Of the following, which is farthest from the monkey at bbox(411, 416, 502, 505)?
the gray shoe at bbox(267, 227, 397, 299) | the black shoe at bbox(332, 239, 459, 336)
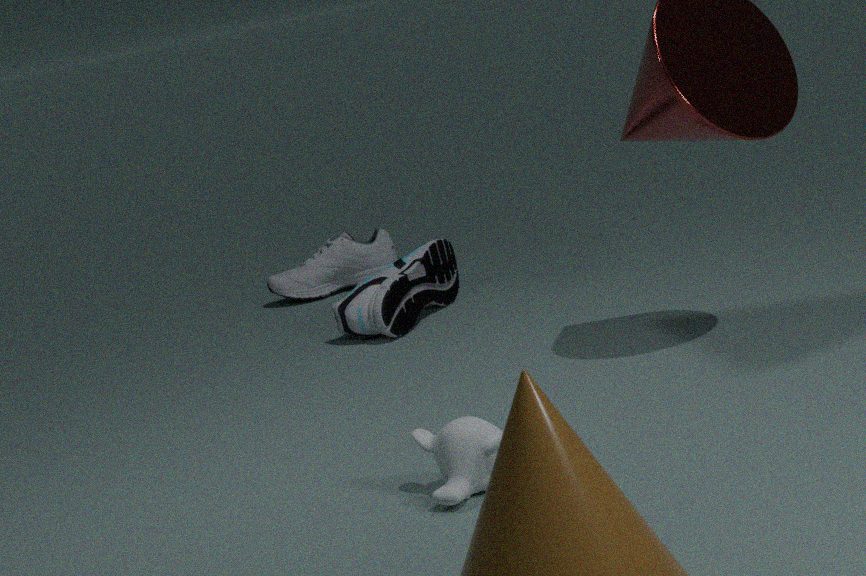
the gray shoe at bbox(267, 227, 397, 299)
